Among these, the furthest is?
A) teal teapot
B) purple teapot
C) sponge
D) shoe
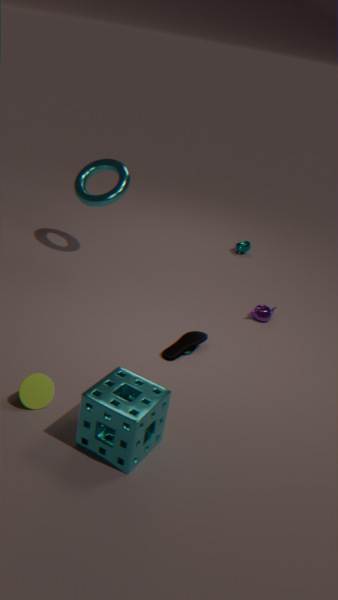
teal teapot
